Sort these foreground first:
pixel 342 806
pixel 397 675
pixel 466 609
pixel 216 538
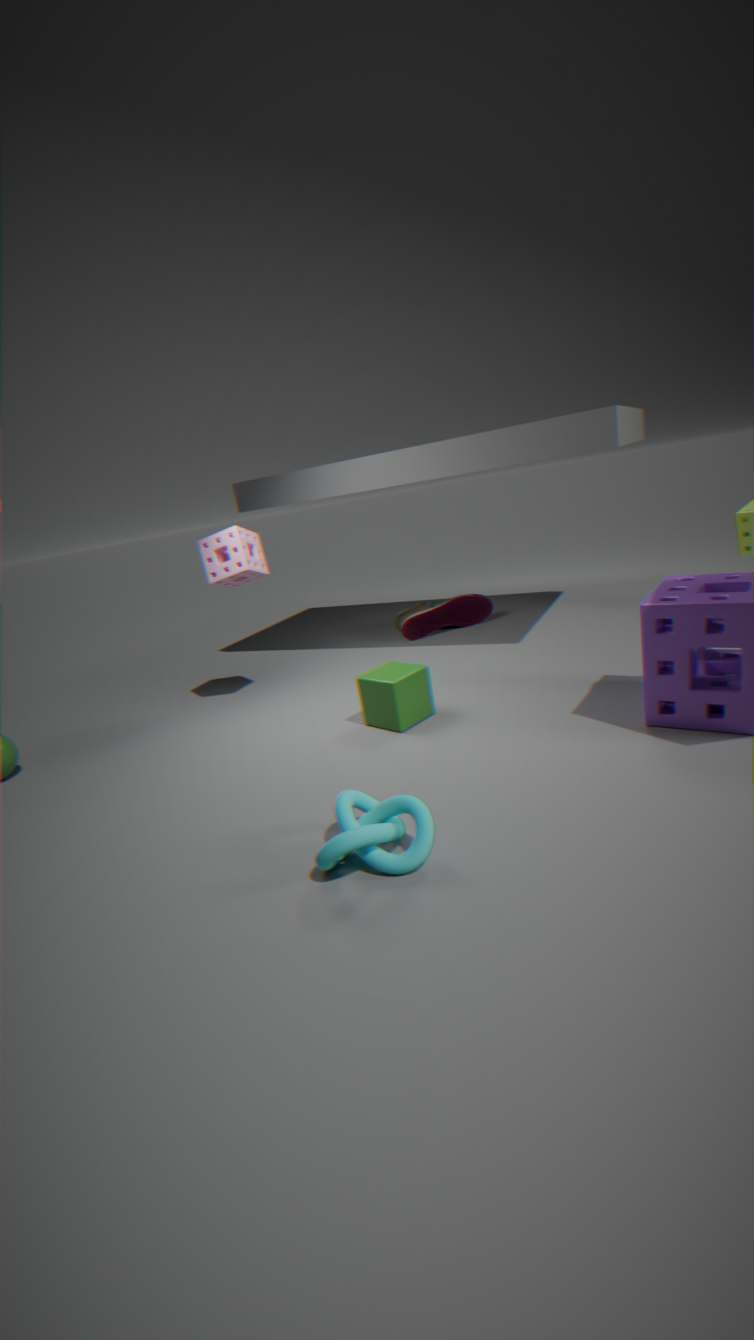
pixel 342 806 → pixel 397 675 → pixel 216 538 → pixel 466 609
